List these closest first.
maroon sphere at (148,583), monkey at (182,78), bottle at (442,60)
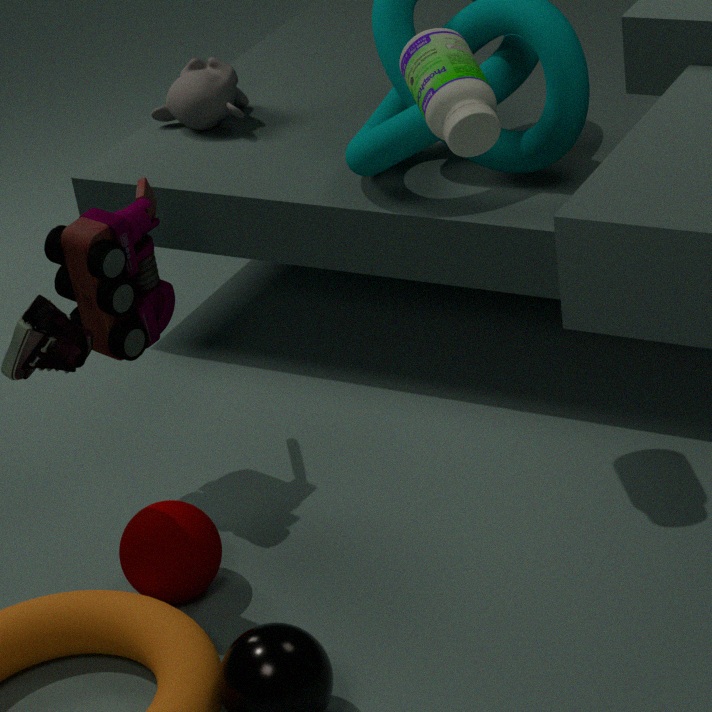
bottle at (442,60) → maroon sphere at (148,583) → monkey at (182,78)
